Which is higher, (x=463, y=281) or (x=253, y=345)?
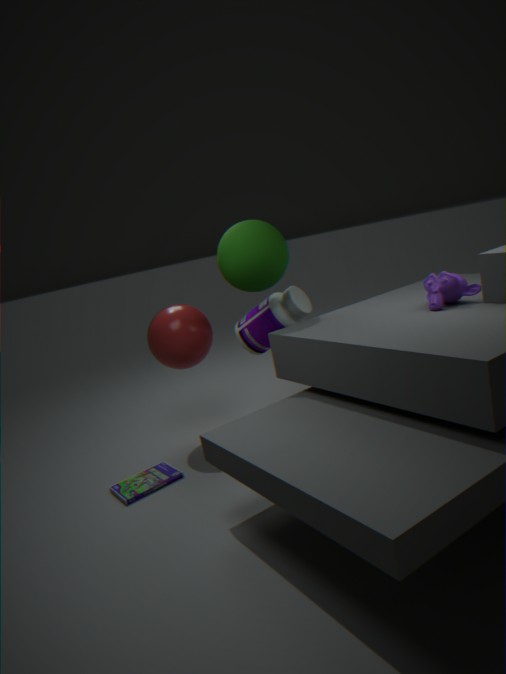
(x=463, y=281)
